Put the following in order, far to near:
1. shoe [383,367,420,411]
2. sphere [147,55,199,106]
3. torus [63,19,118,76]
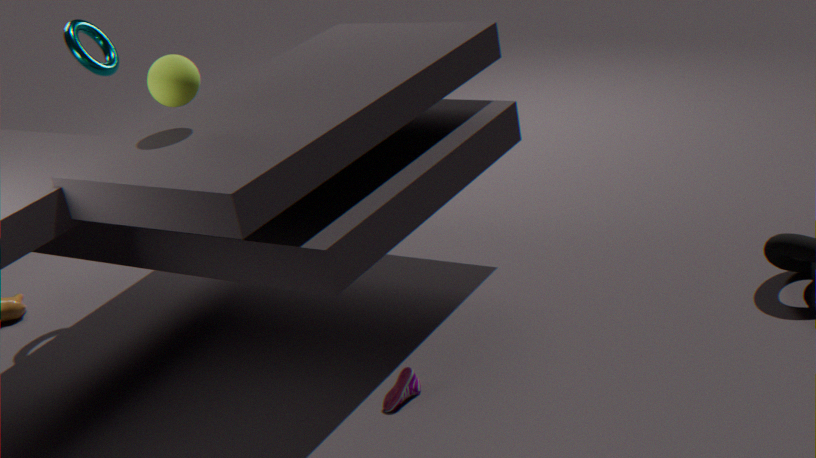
1. torus [63,19,118,76]
2. shoe [383,367,420,411]
3. sphere [147,55,199,106]
